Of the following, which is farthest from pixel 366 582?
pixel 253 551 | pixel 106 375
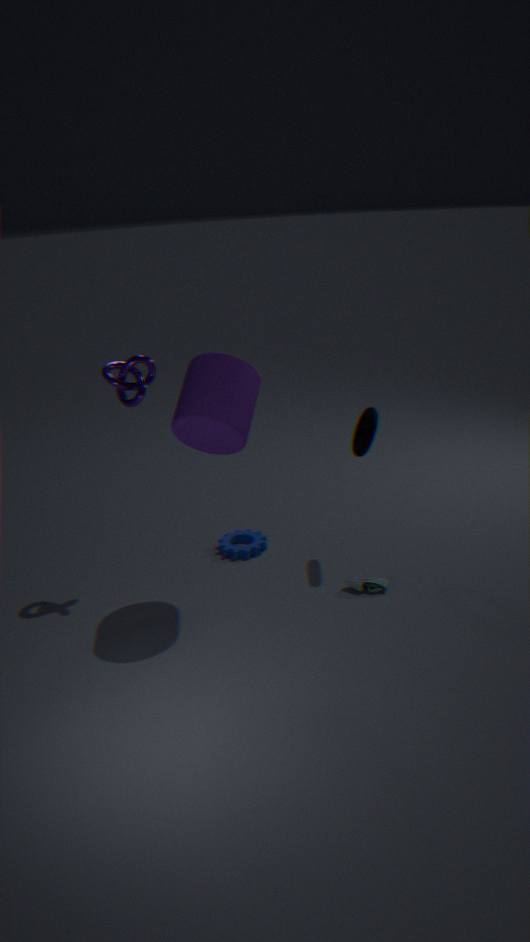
pixel 106 375
